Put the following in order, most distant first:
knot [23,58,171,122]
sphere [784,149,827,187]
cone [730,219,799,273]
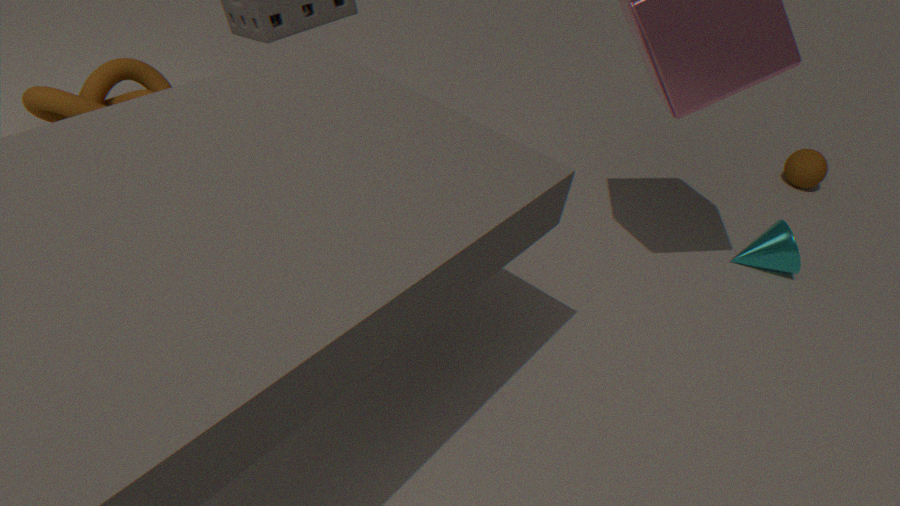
sphere [784,149,827,187], cone [730,219,799,273], knot [23,58,171,122]
